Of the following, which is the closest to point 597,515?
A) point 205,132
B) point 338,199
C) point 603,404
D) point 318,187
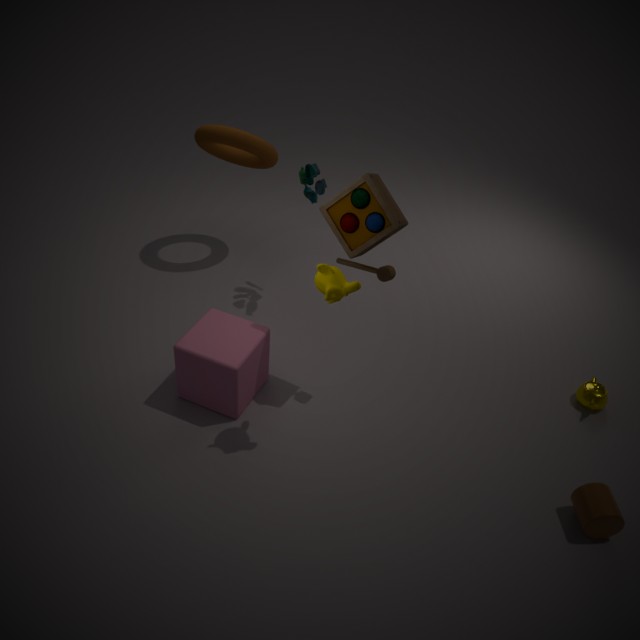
point 603,404
